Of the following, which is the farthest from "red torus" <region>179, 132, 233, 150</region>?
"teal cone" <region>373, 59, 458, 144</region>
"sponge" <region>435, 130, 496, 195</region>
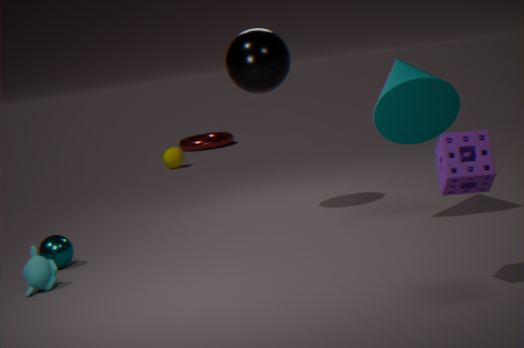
"sponge" <region>435, 130, 496, 195</region>
